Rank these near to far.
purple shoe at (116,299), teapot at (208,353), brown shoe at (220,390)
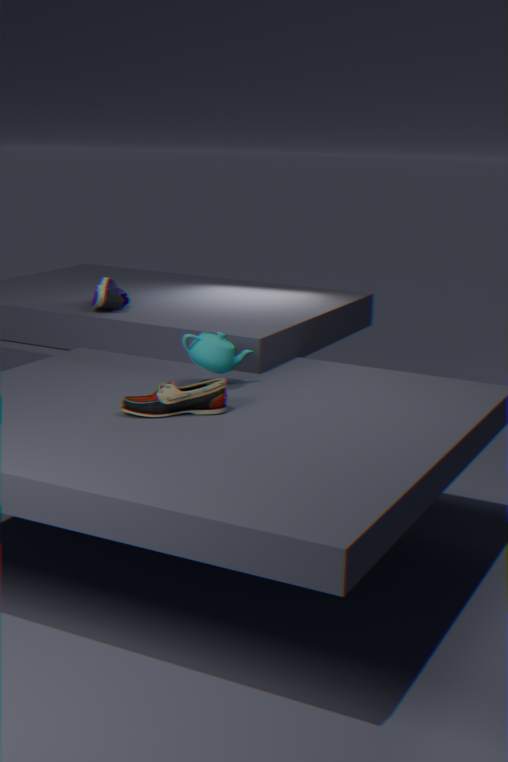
1. brown shoe at (220,390)
2. teapot at (208,353)
3. purple shoe at (116,299)
